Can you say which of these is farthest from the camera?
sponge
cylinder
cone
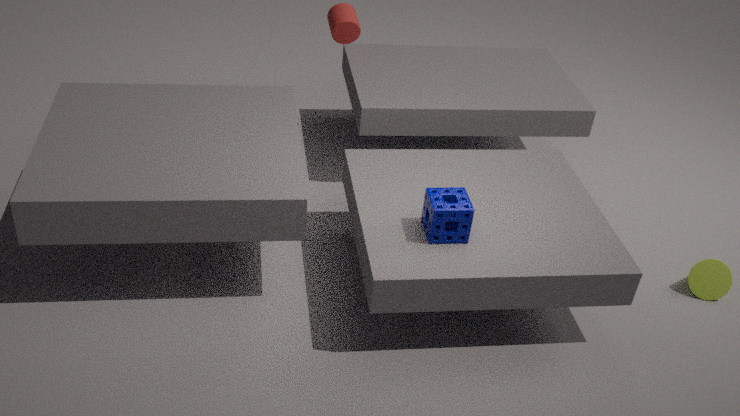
cylinder
